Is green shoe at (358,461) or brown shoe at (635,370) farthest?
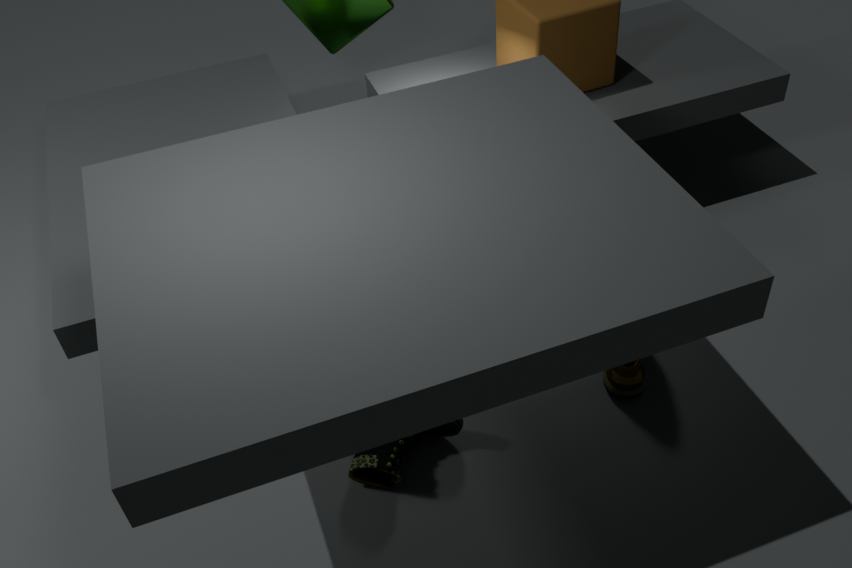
brown shoe at (635,370)
